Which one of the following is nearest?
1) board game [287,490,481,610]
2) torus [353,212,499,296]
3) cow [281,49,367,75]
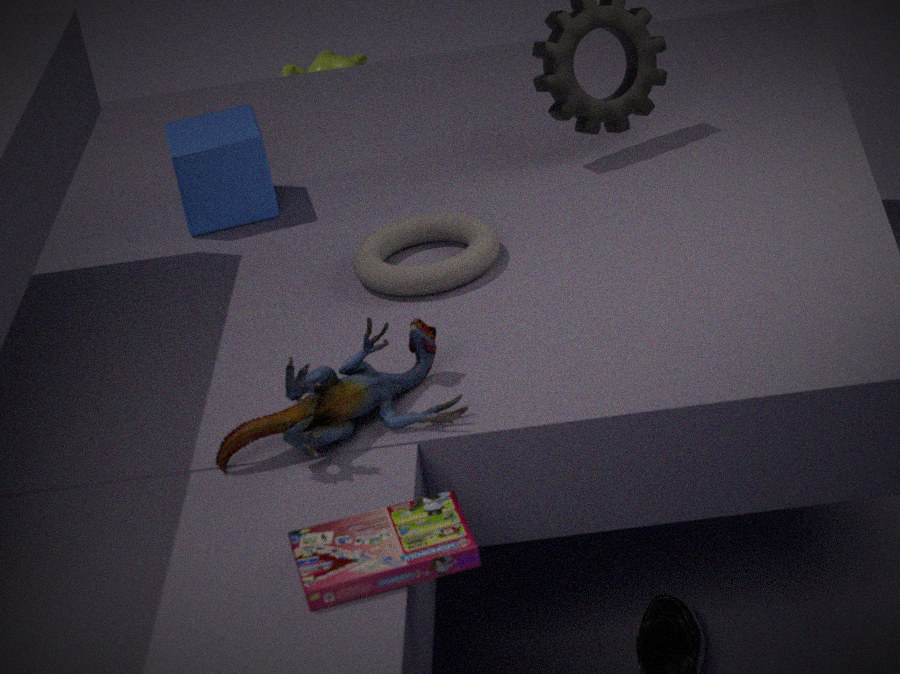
1. board game [287,490,481,610]
